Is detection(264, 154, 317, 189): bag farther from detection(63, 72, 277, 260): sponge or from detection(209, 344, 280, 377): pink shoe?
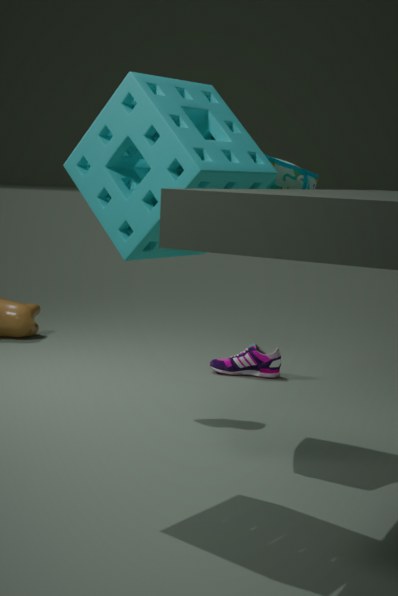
Answer: detection(209, 344, 280, 377): pink shoe
